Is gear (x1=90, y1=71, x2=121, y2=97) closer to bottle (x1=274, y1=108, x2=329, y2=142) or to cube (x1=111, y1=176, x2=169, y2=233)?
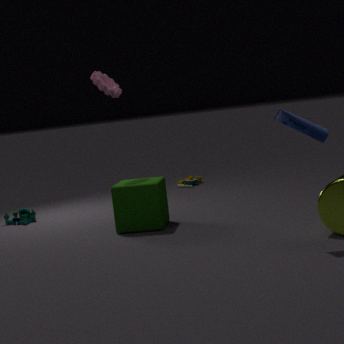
cube (x1=111, y1=176, x2=169, y2=233)
